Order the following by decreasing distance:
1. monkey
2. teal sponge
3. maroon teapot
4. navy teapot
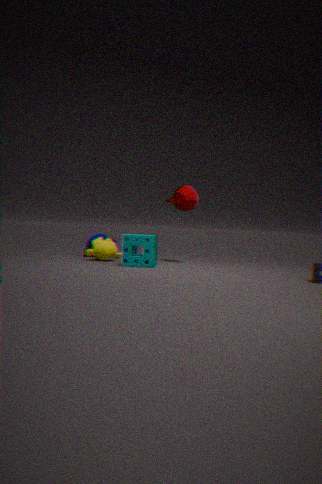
1. navy teapot
2. maroon teapot
3. monkey
4. teal sponge
